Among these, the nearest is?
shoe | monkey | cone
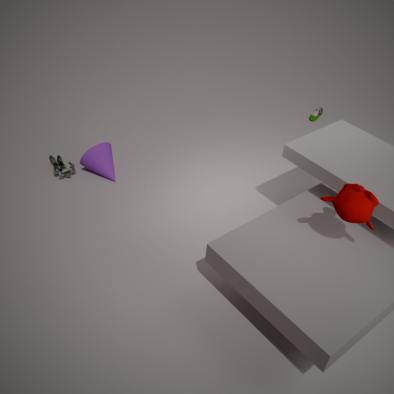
monkey
